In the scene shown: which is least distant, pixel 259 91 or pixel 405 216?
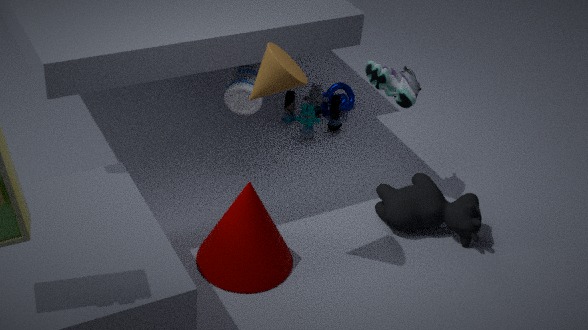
pixel 259 91
